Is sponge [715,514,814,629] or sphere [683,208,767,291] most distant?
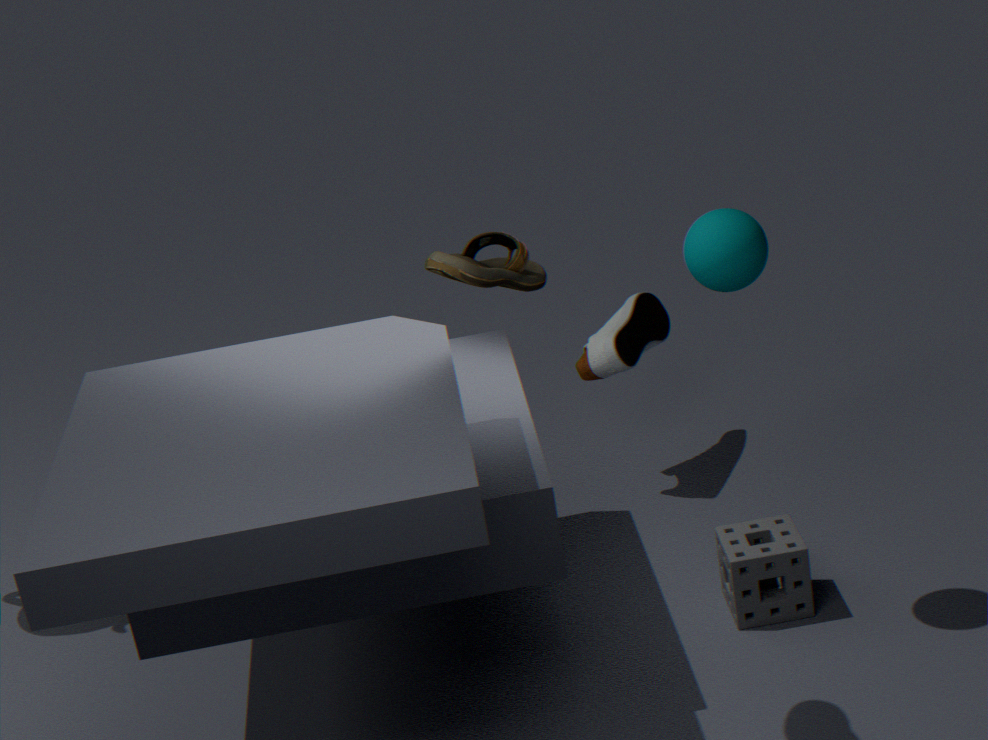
sponge [715,514,814,629]
